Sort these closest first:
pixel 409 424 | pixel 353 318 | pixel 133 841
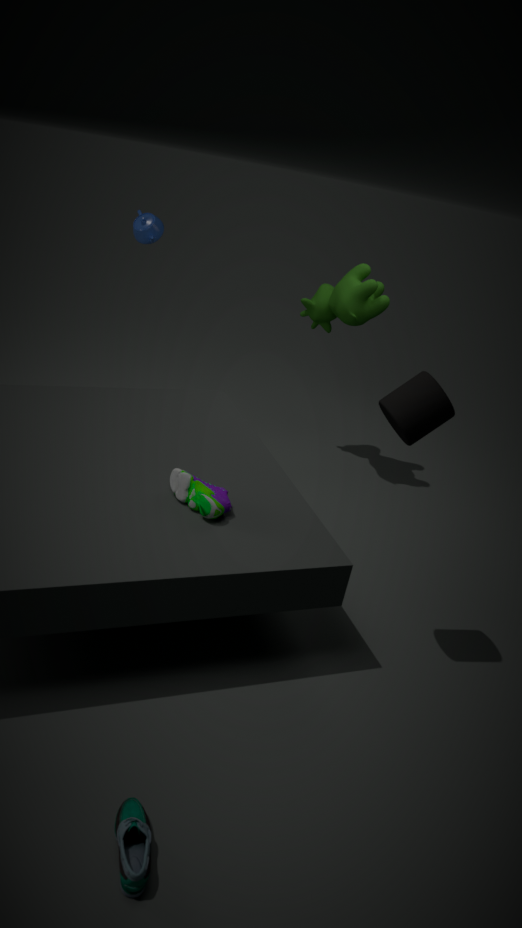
pixel 133 841, pixel 409 424, pixel 353 318
